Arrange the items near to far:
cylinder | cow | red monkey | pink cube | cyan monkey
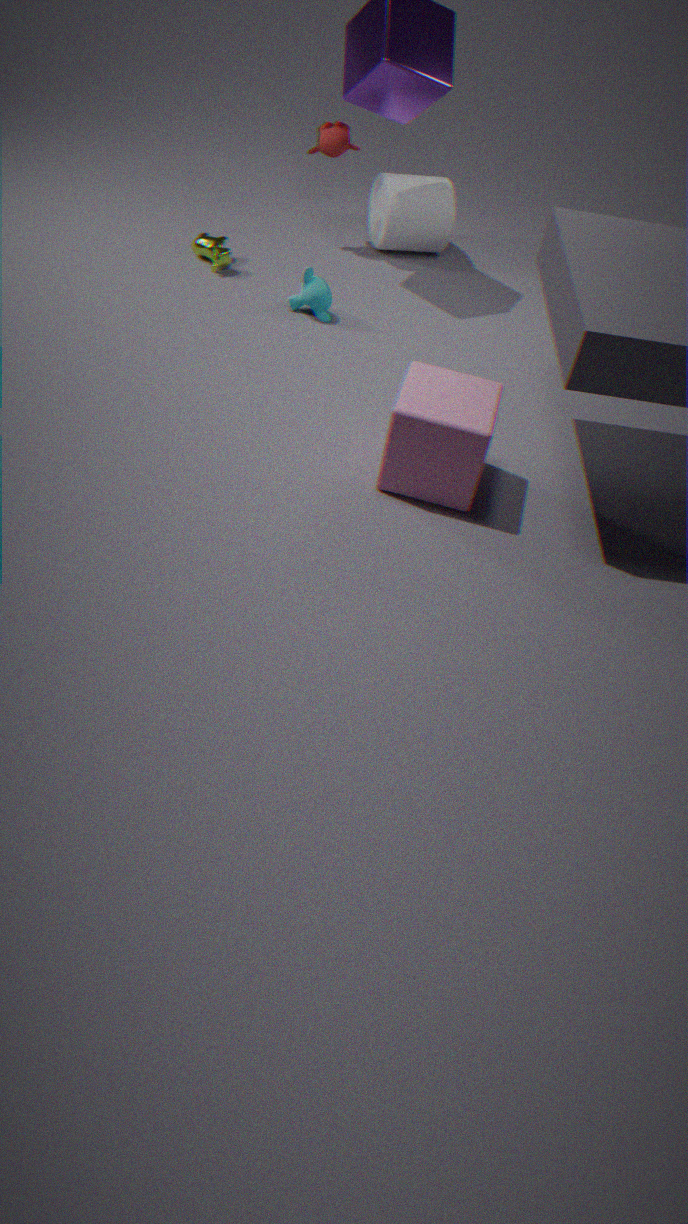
pink cube
cyan monkey
cow
red monkey
cylinder
